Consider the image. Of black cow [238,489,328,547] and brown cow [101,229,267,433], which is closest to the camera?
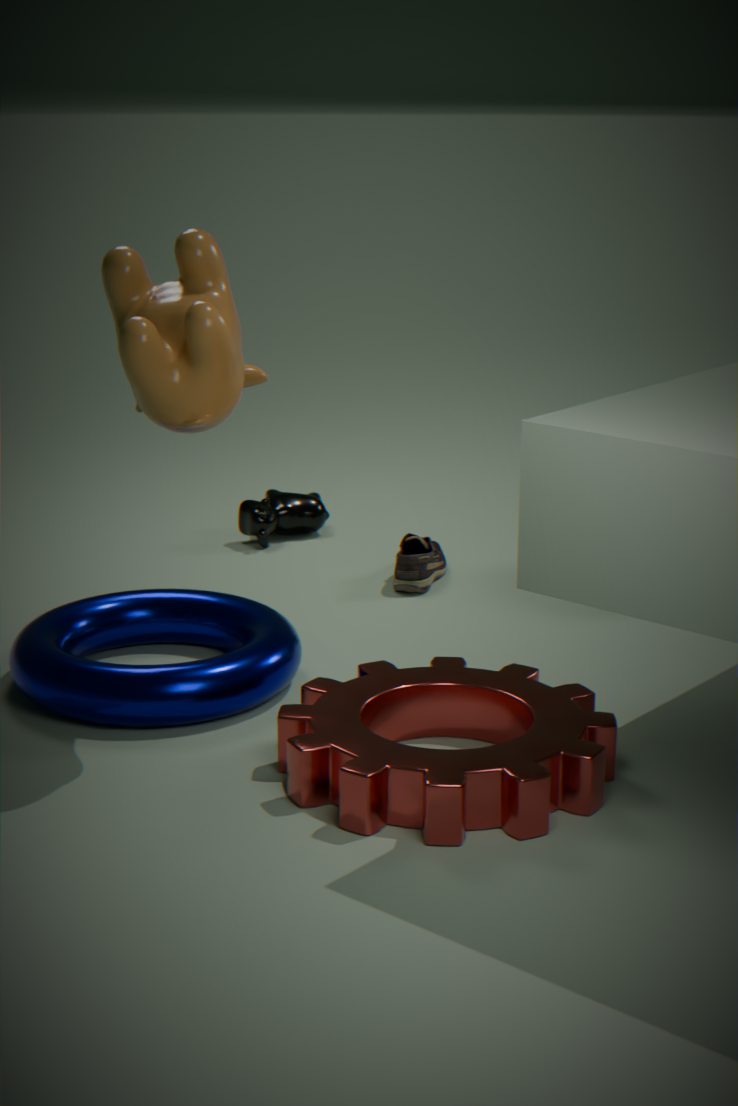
brown cow [101,229,267,433]
